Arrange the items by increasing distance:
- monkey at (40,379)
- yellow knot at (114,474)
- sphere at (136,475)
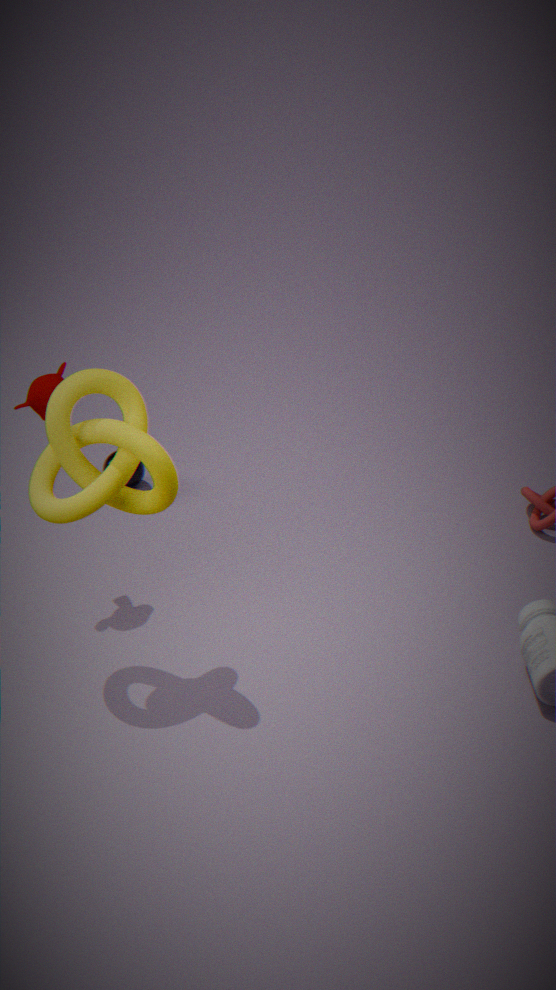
yellow knot at (114,474) → monkey at (40,379) → sphere at (136,475)
